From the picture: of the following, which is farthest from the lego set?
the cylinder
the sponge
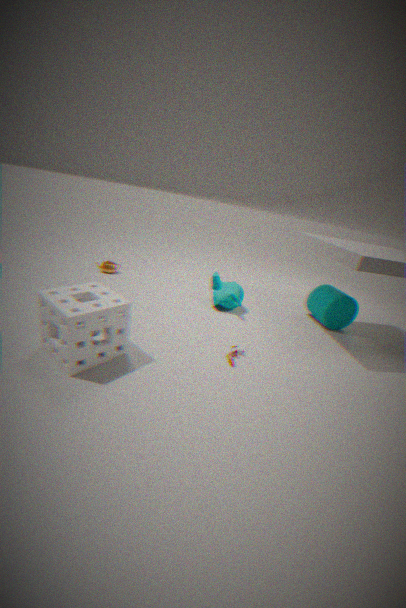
the cylinder
